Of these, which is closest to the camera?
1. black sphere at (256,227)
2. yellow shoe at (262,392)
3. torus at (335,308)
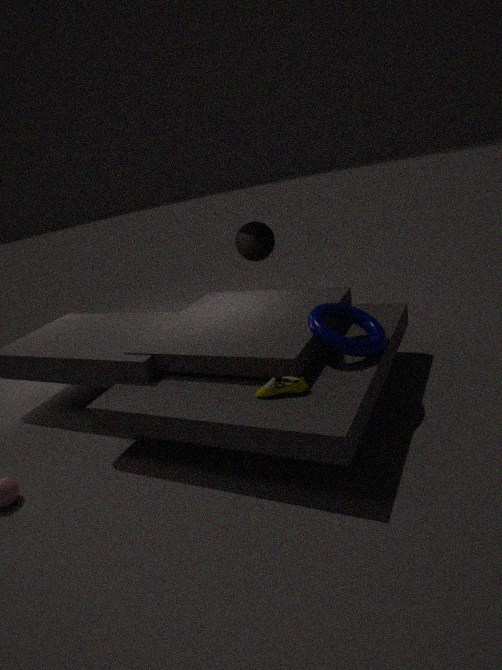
yellow shoe at (262,392)
